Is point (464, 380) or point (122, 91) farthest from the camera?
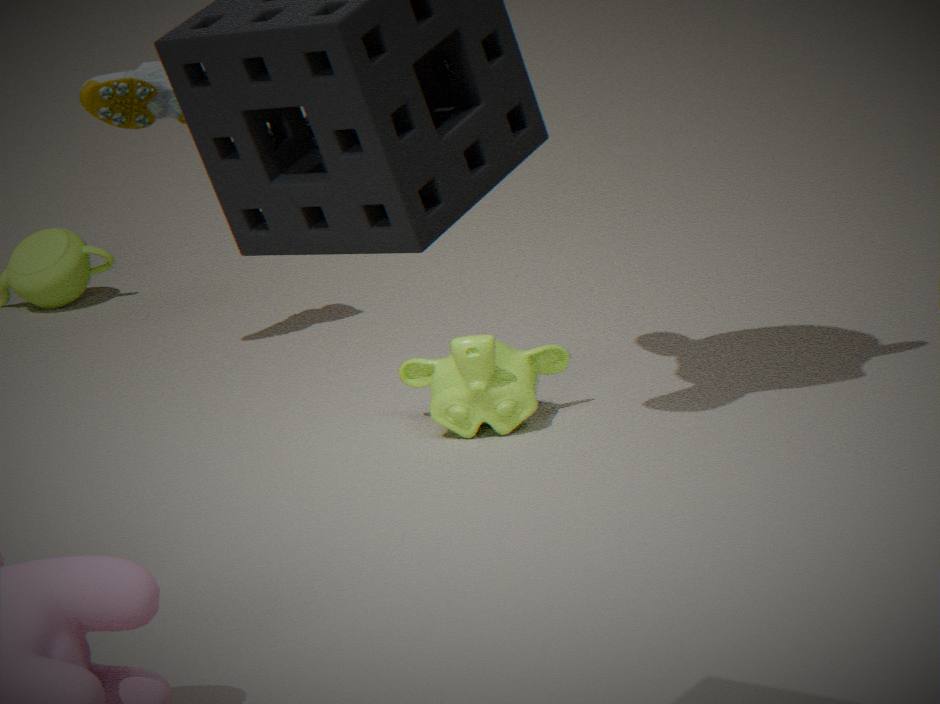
point (122, 91)
